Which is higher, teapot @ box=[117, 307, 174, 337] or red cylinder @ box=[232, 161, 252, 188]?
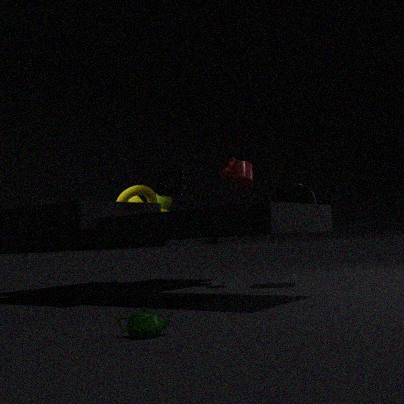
red cylinder @ box=[232, 161, 252, 188]
